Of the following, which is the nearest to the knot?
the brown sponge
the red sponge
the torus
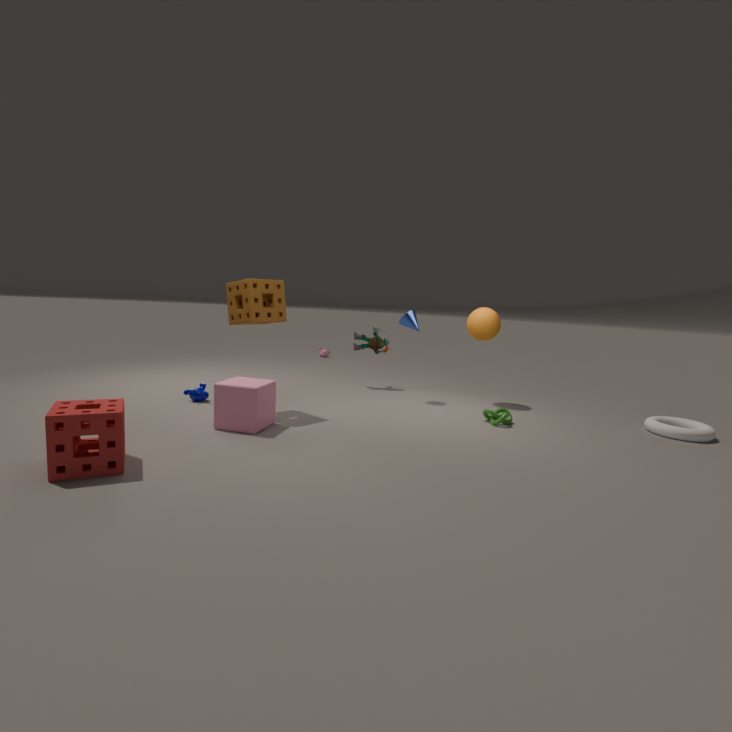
the torus
